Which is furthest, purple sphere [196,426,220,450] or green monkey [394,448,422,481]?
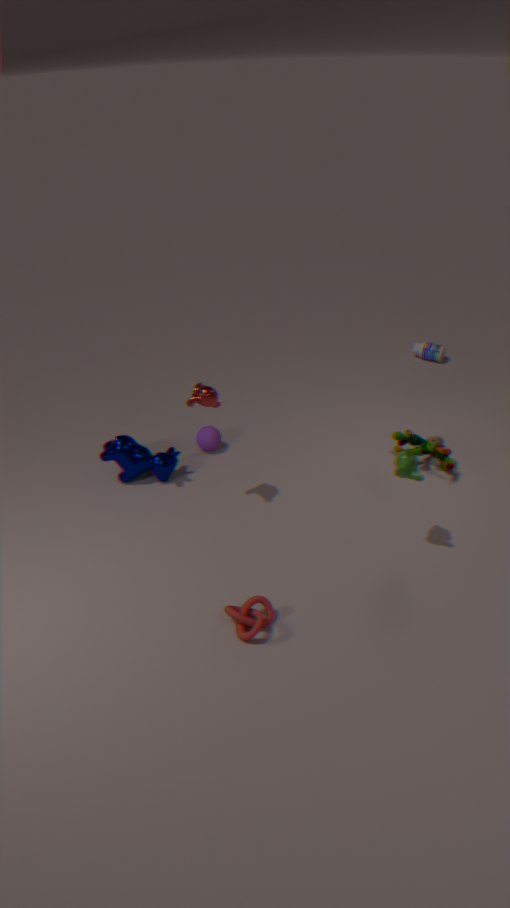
purple sphere [196,426,220,450]
